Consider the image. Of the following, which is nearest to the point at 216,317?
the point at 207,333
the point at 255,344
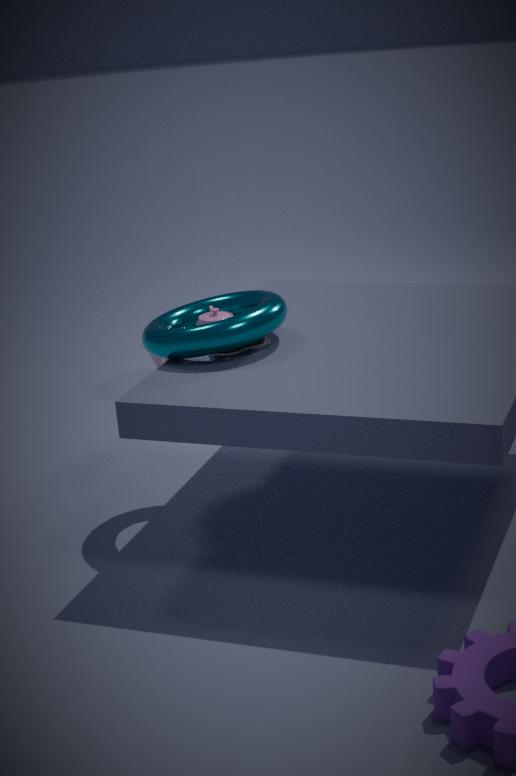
the point at 207,333
